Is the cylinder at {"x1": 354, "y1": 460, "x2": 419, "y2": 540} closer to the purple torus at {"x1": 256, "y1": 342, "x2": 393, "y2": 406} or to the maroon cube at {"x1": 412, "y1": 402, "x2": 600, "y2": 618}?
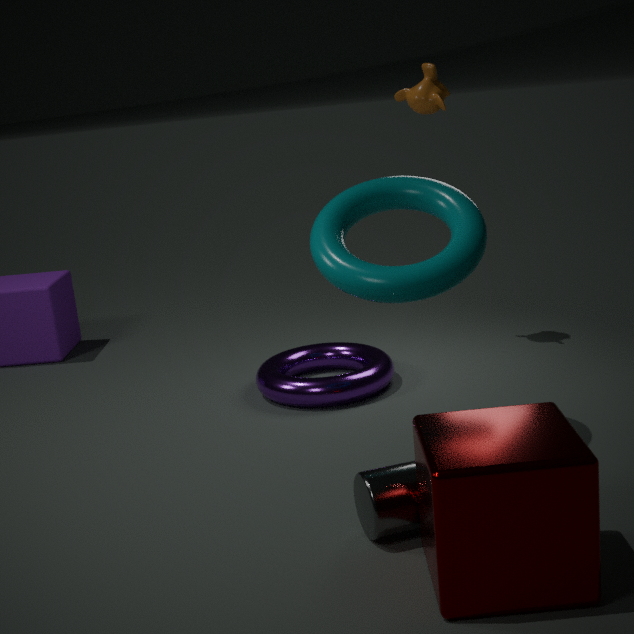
the maroon cube at {"x1": 412, "y1": 402, "x2": 600, "y2": 618}
